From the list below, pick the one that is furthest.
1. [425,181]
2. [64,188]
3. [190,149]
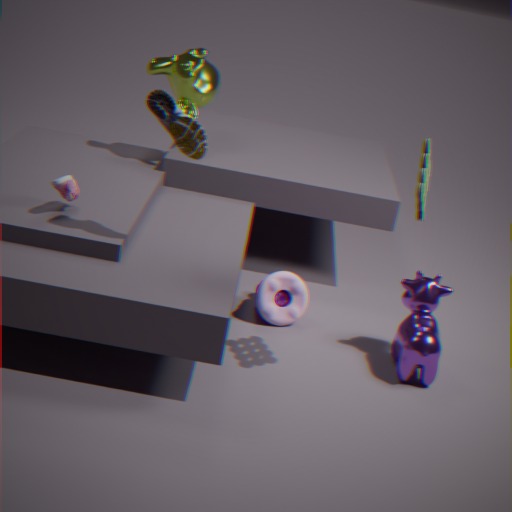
[64,188]
